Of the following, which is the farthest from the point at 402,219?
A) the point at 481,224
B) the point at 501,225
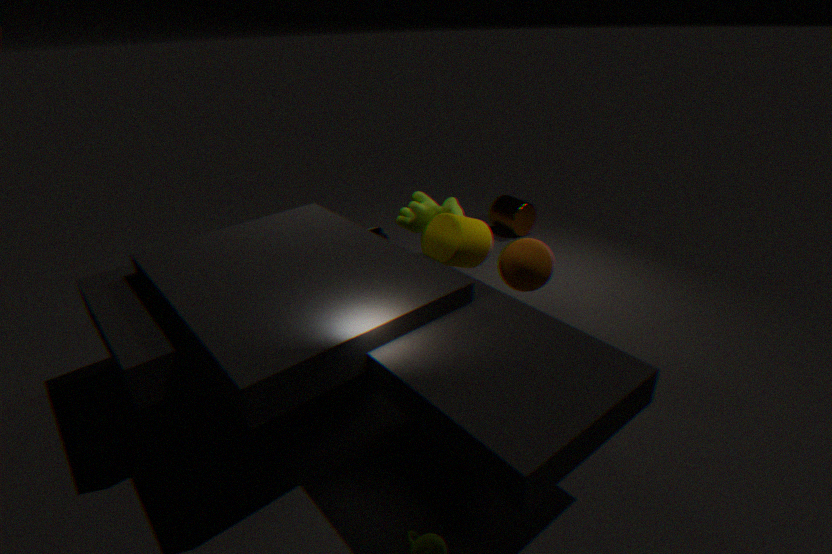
the point at 501,225
